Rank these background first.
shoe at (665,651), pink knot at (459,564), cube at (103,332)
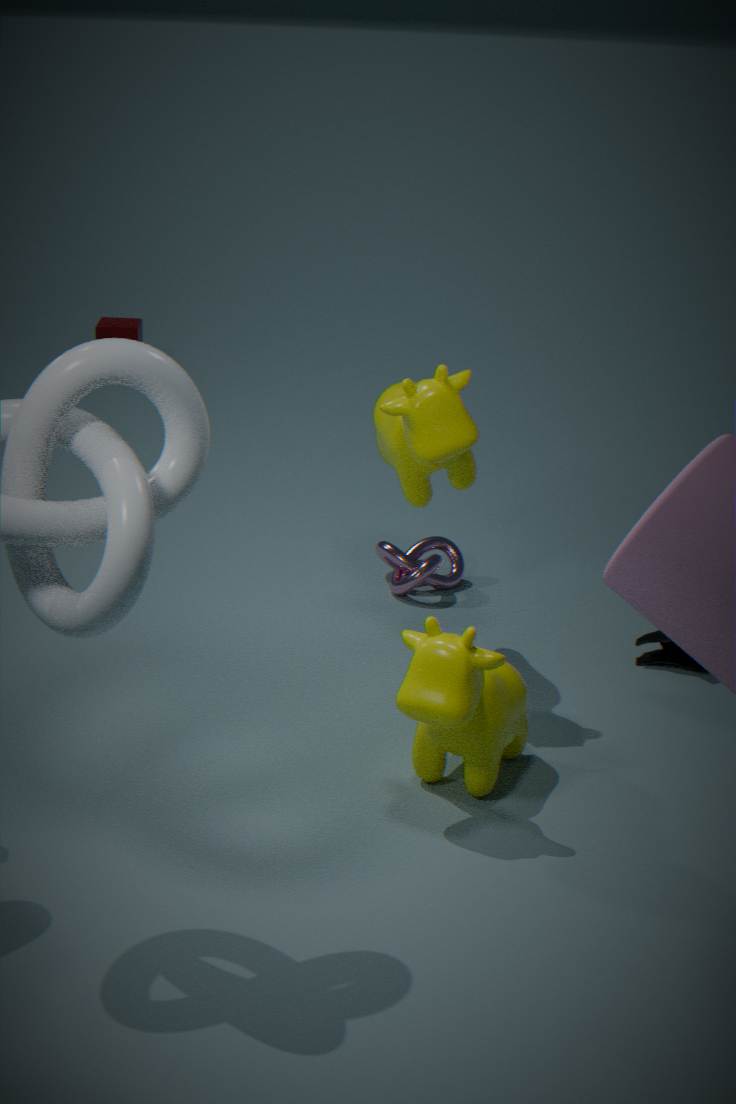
1. cube at (103,332)
2. pink knot at (459,564)
3. shoe at (665,651)
